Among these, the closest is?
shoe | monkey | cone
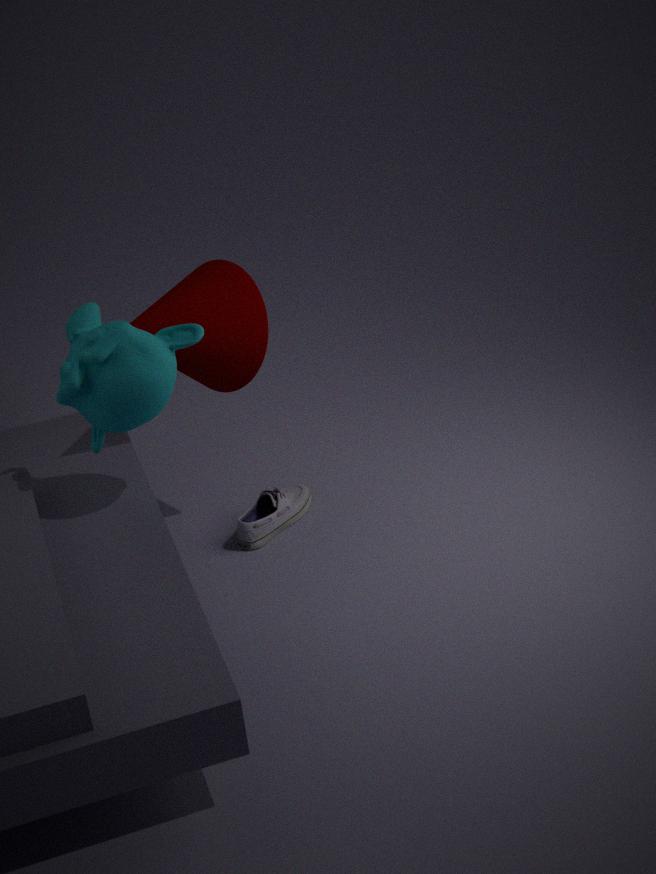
monkey
